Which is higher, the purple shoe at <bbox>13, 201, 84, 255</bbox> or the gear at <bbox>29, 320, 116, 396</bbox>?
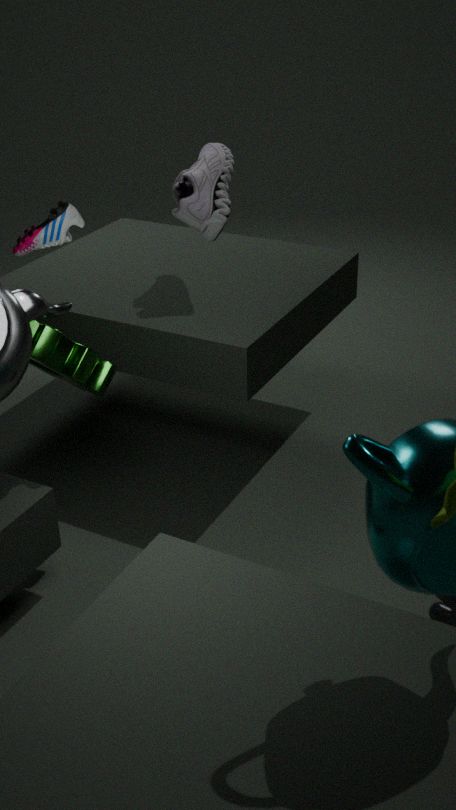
the purple shoe at <bbox>13, 201, 84, 255</bbox>
